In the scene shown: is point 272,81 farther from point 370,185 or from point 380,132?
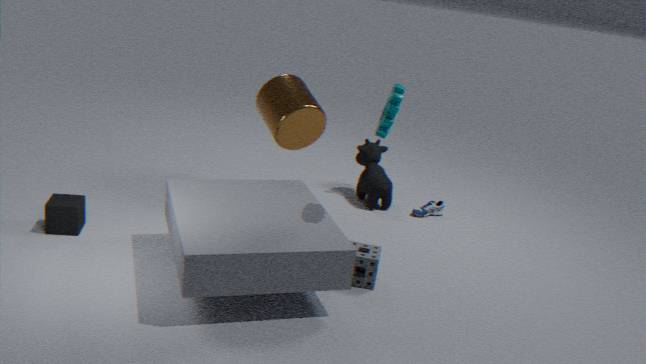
point 380,132
